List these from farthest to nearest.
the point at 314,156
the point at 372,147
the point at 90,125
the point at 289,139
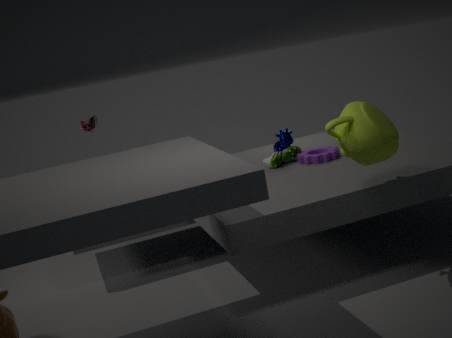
the point at 289,139 → the point at 90,125 → the point at 314,156 → the point at 372,147
